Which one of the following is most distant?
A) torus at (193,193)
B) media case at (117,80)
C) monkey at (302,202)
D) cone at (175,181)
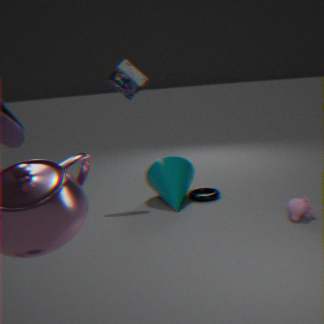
media case at (117,80)
